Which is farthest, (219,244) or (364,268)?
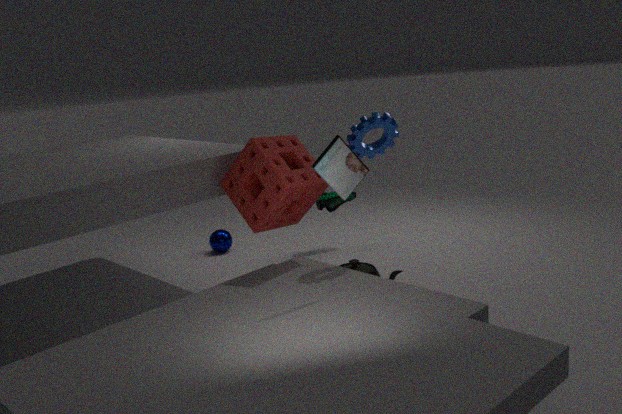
(219,244)
